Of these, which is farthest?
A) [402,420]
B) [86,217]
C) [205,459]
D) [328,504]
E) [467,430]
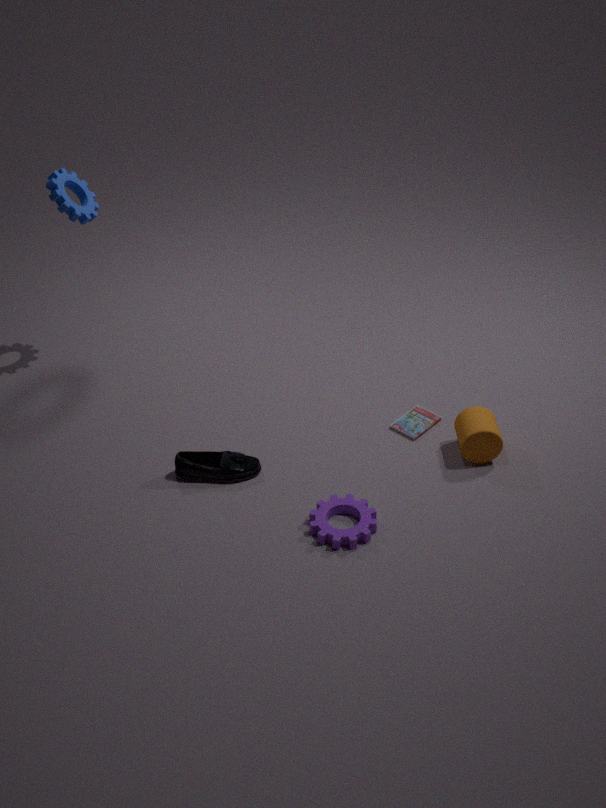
[86,217]
